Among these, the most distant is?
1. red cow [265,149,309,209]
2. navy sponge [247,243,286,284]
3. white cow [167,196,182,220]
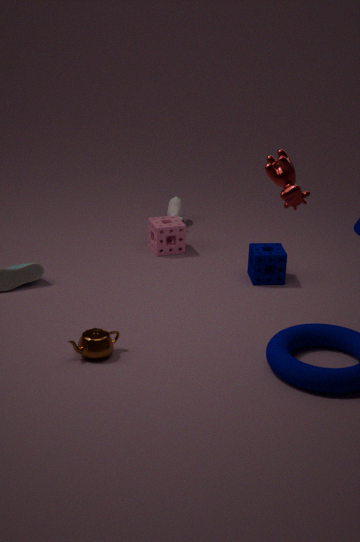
white cow [167,196,182,220]
